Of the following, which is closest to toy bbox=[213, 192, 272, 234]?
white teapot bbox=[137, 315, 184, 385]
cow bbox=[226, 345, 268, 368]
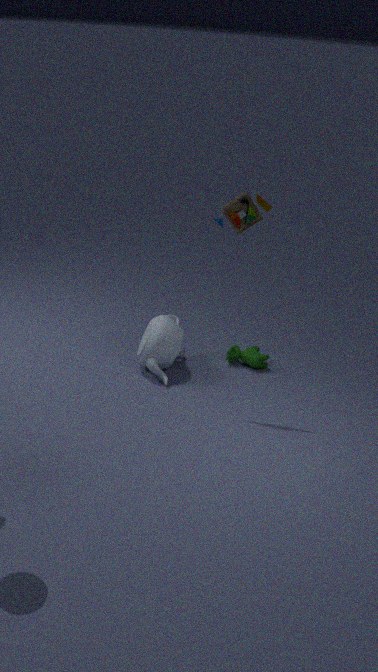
white teapot bbox=[137, 315, 184, 385]
